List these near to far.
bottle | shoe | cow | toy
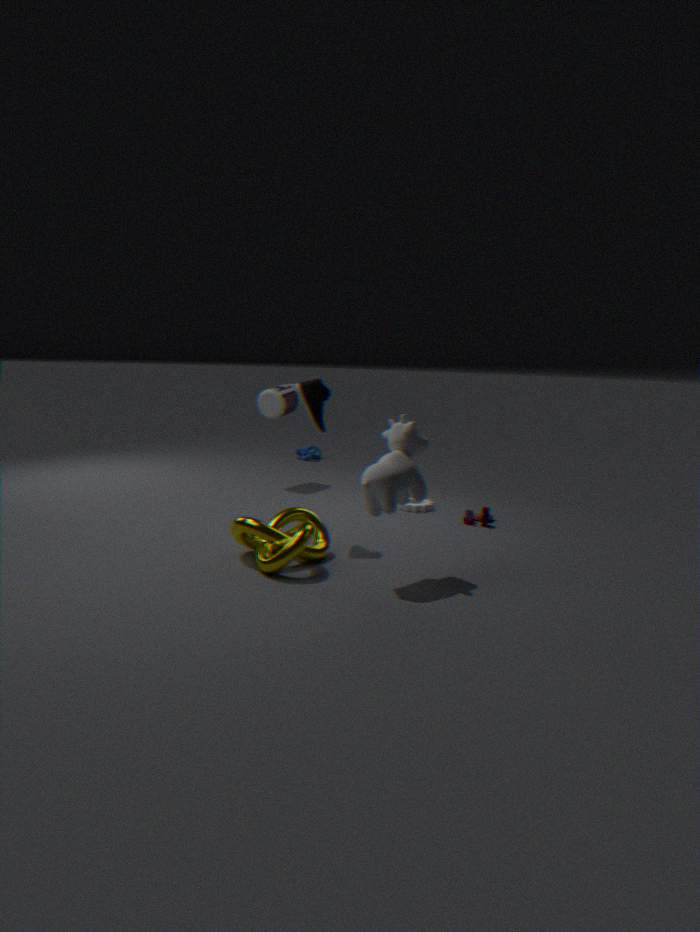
1. cow
2. shoe
3. toy
4. bottle
